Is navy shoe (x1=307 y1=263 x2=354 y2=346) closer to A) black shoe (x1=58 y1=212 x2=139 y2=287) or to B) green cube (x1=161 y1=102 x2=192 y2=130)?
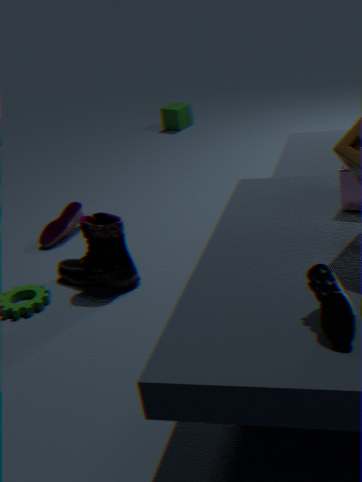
A) black shoe (x1=58 y1=212 x2=139 y2=287)
